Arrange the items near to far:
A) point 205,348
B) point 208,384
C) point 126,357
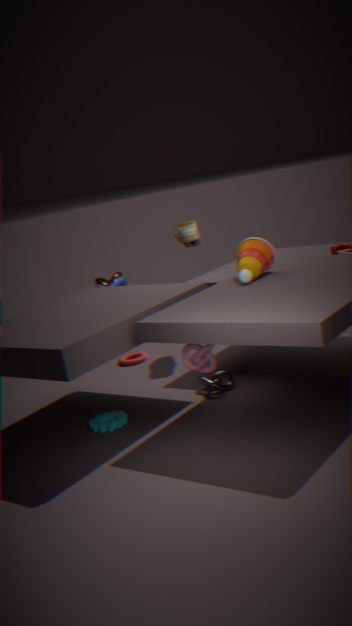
1. point 205,348
2. point 208,384
3. point 126,357
